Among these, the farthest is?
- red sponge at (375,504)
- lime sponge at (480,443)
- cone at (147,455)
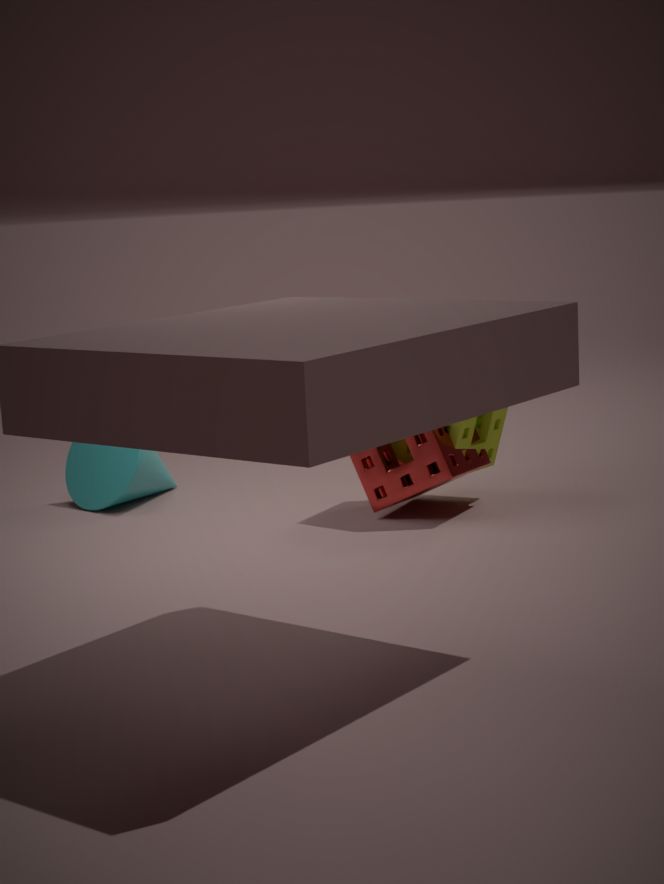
cone at (147,455)
